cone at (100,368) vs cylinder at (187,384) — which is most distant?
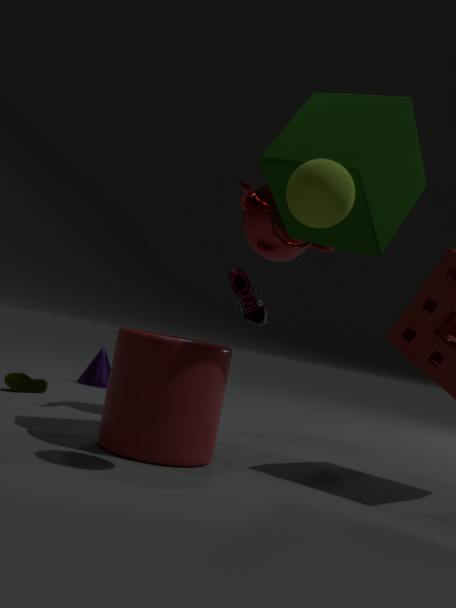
cone at (100,368)
